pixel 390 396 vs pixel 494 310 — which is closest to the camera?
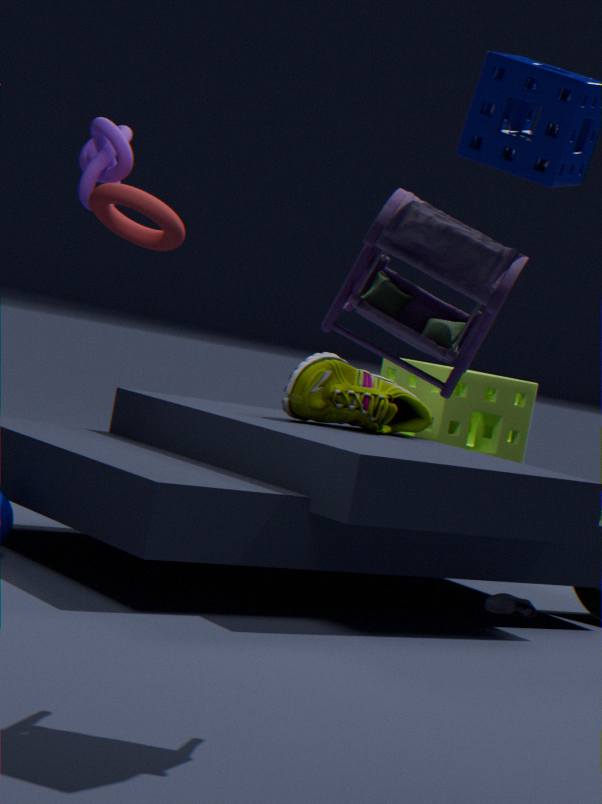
pixel 494 310
